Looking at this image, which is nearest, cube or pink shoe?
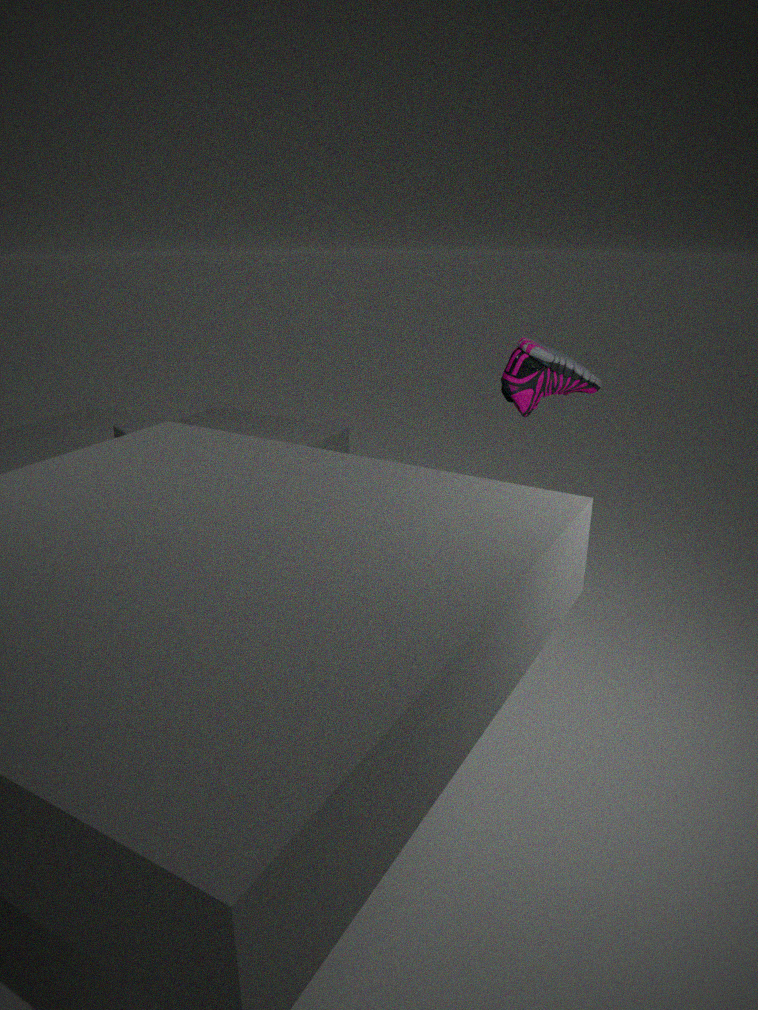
pink shoe
